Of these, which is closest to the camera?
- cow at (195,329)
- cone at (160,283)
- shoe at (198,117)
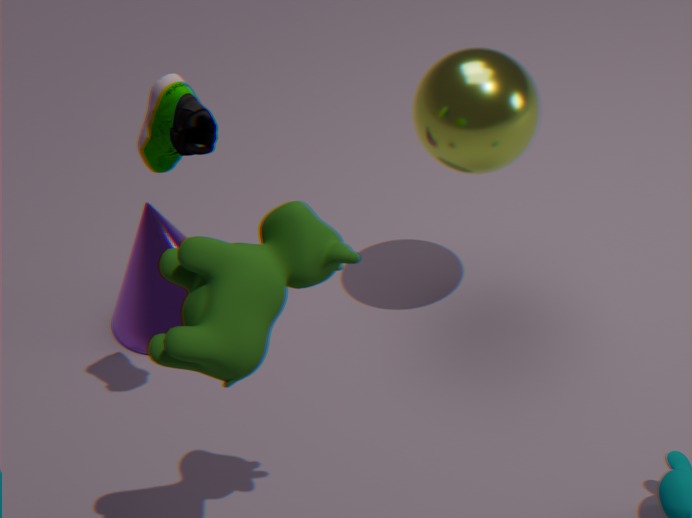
cow at (195,329)
